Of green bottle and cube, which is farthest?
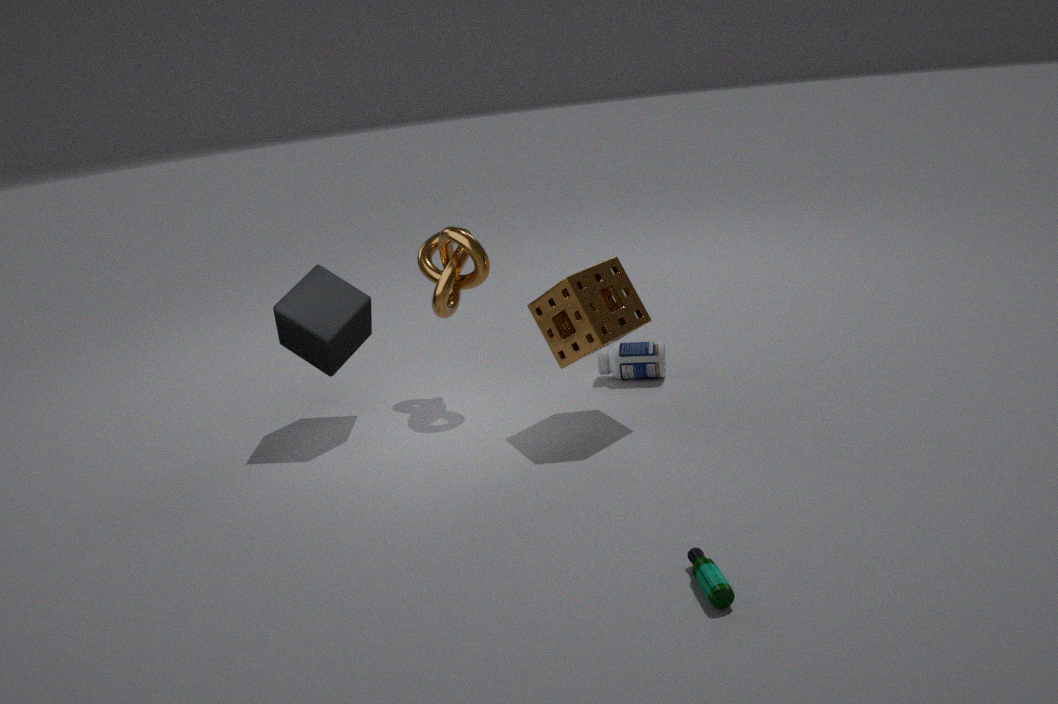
cube
